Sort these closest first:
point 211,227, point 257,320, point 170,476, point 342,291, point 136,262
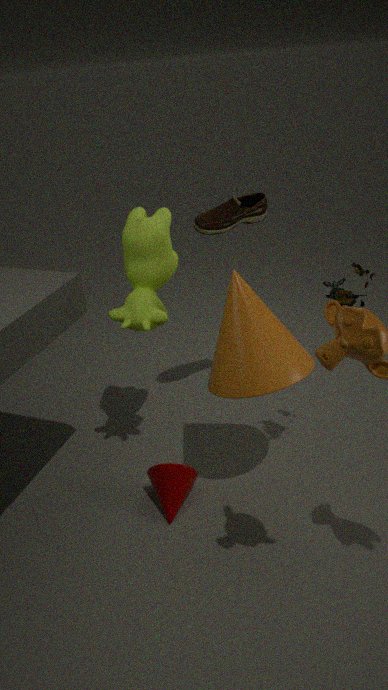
point 257,320, point 342,291, point 136,262, point 170,476, point 211,227
